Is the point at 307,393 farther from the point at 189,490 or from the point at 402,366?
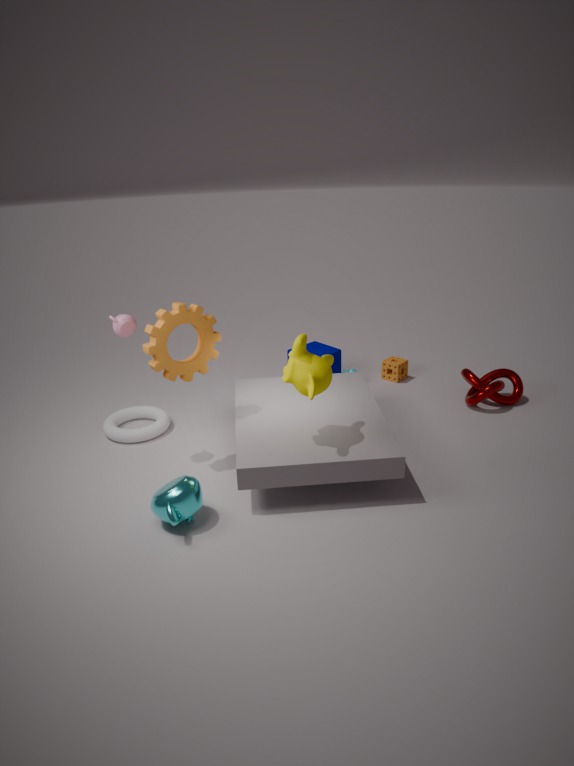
the point at 402,366
